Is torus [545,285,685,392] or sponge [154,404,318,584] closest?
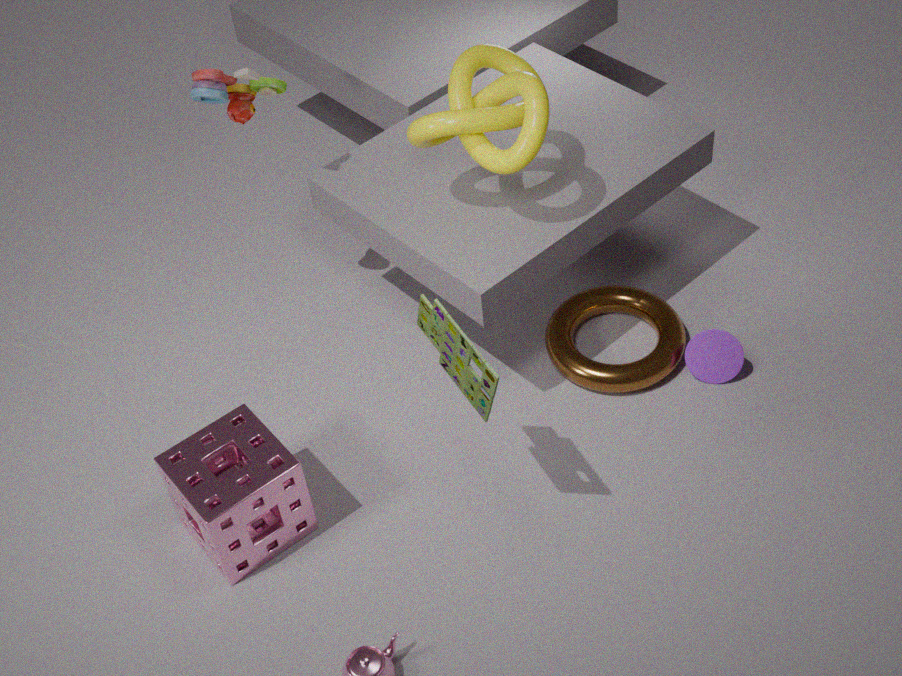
sponge [154,404,318,584]
